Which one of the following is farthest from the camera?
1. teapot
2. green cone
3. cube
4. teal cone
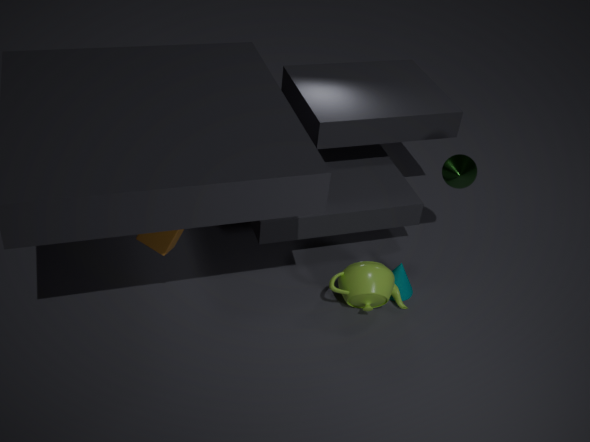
teal cone
